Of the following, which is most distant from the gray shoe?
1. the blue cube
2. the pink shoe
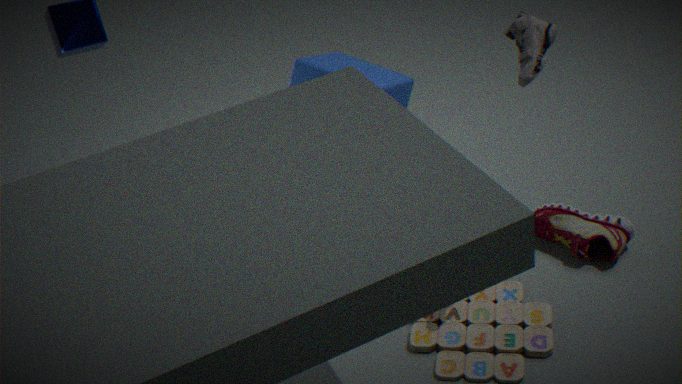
the pink shoe
